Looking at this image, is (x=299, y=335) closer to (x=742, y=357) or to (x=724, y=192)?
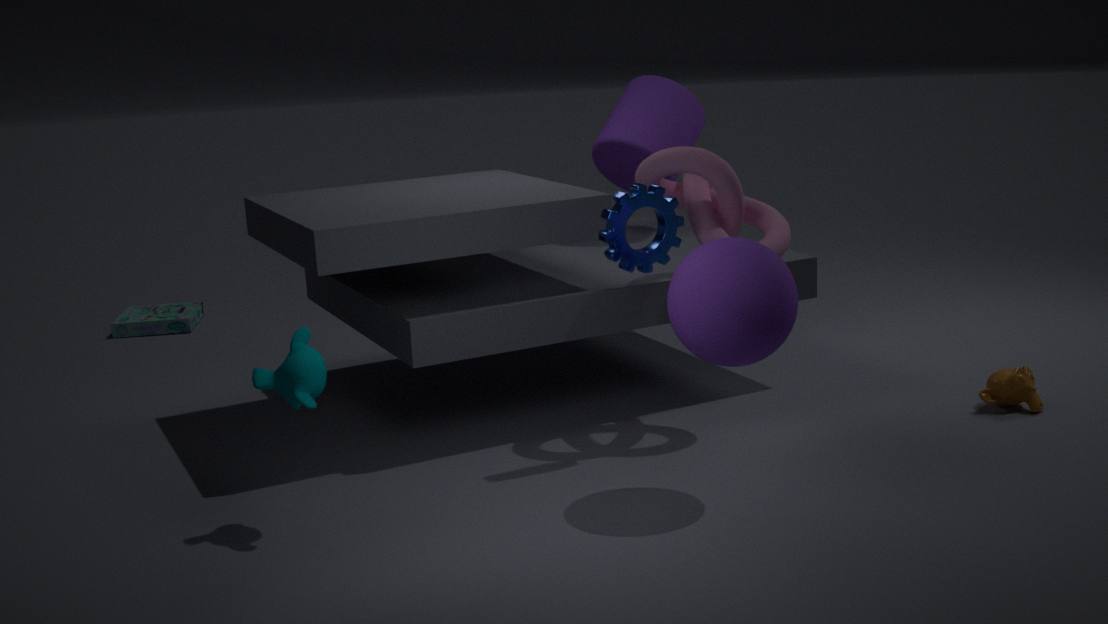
(x=742, y=357)
